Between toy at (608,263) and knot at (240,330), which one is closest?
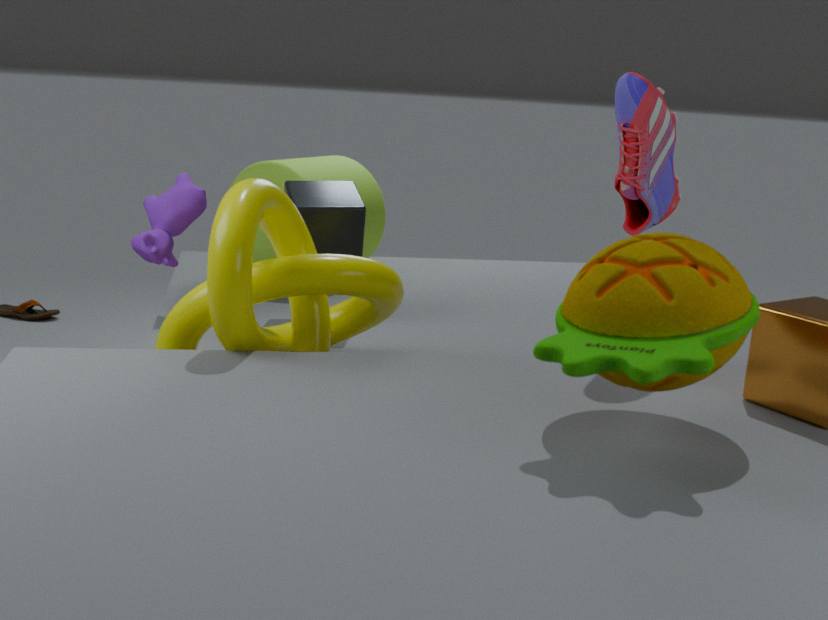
toy at (608,263)
